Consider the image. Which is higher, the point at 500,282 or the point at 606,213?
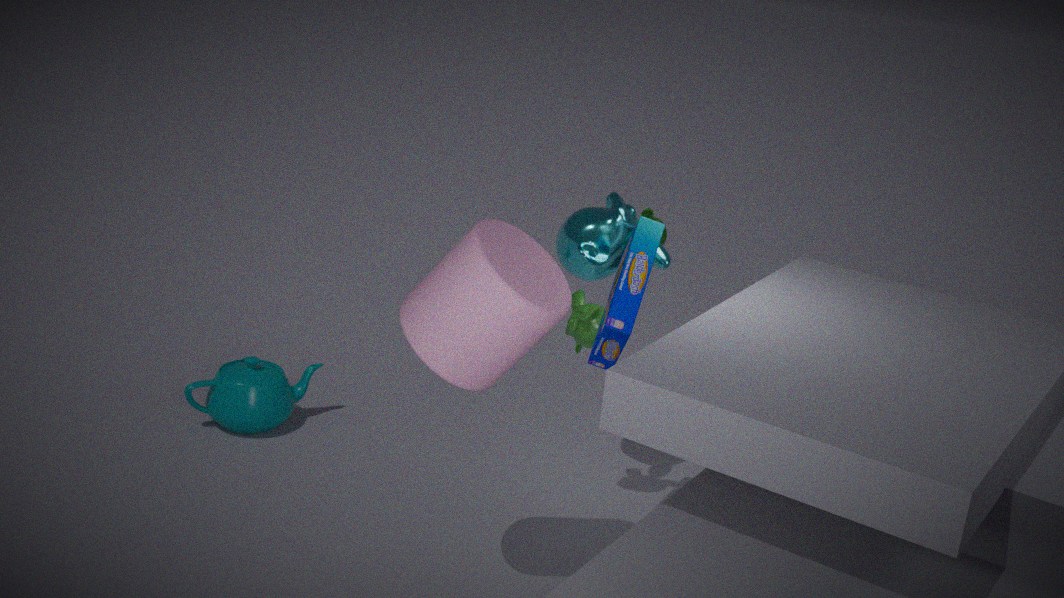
the point at 500,282
